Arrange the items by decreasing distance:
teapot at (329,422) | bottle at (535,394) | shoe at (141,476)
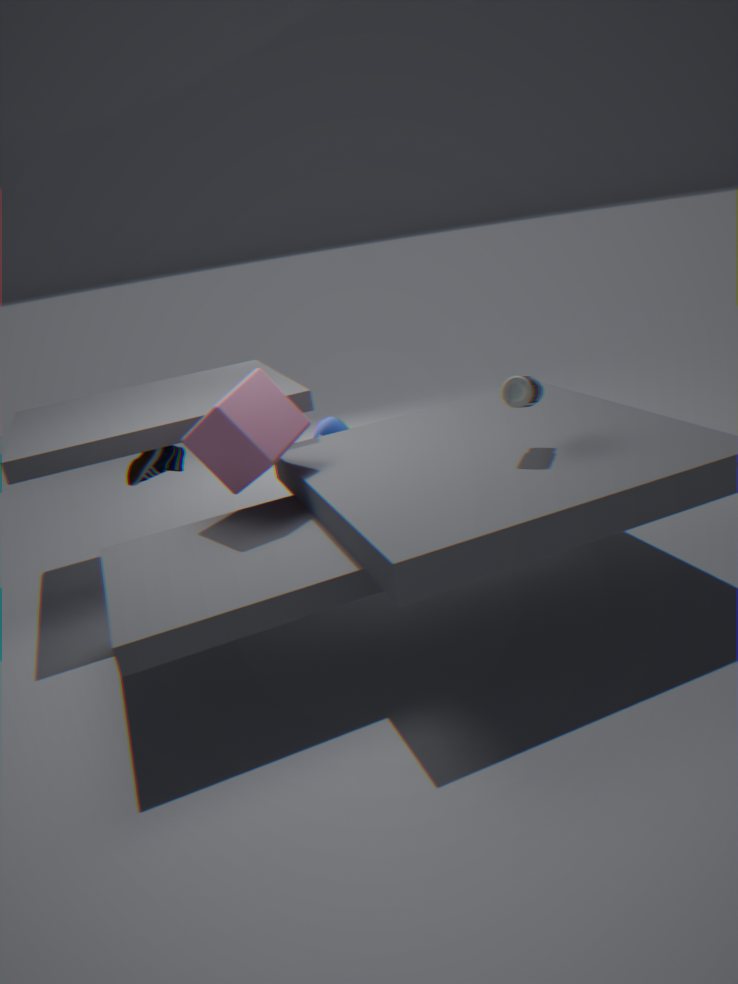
teapot at (329,422) → shoe at (141,476) → bottle at (535,394)
